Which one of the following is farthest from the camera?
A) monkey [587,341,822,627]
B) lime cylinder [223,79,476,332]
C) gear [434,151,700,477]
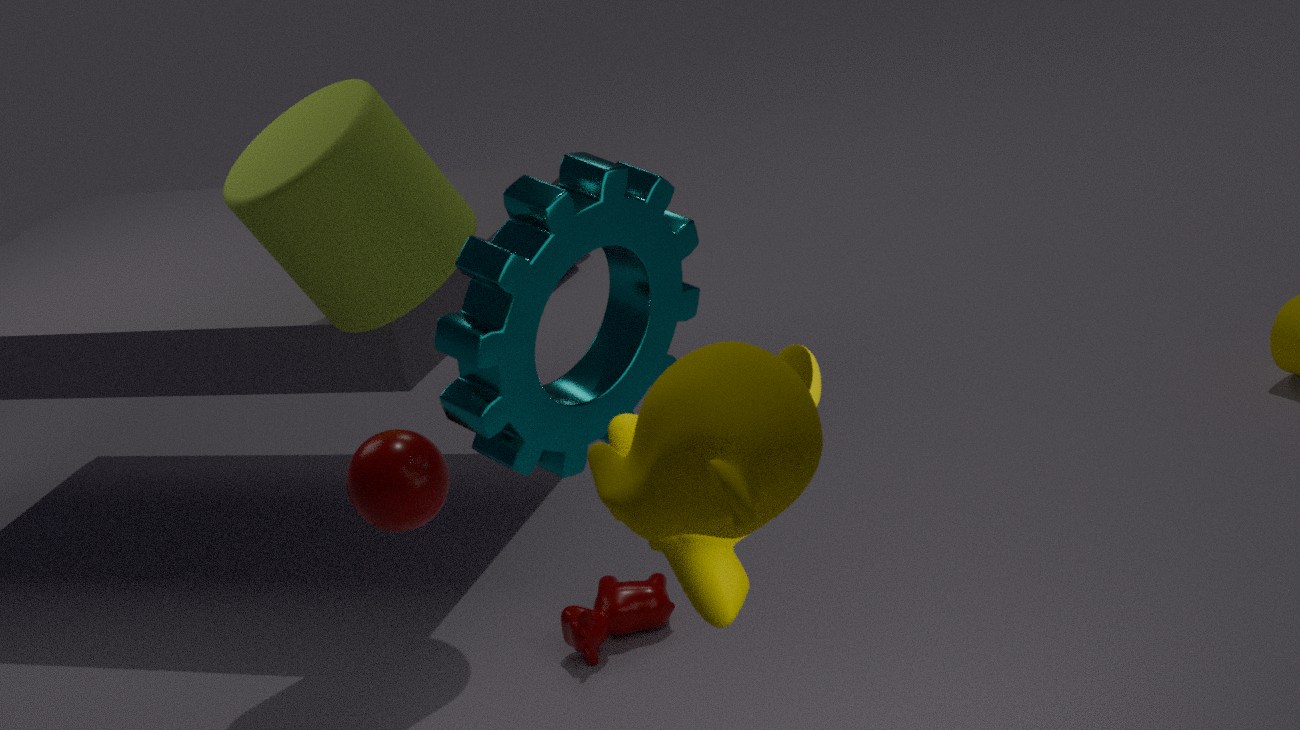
lime cylinder [223,79,476,332]
